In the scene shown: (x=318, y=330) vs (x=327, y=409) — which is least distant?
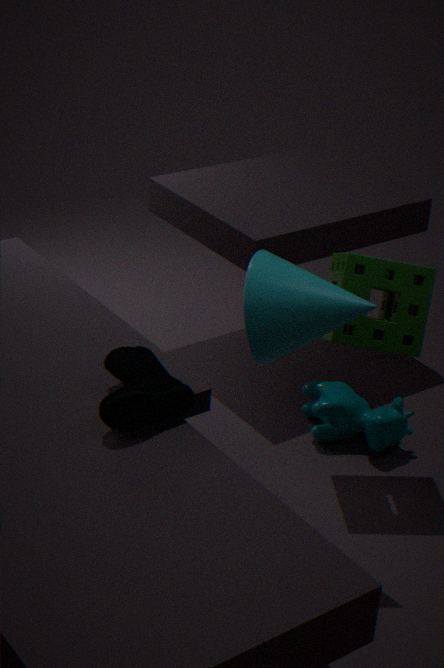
(x=318, y=330)
